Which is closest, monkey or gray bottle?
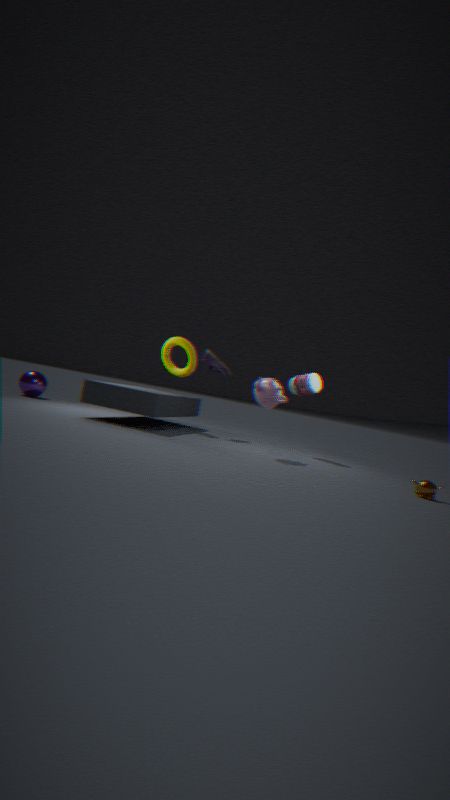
monkey
